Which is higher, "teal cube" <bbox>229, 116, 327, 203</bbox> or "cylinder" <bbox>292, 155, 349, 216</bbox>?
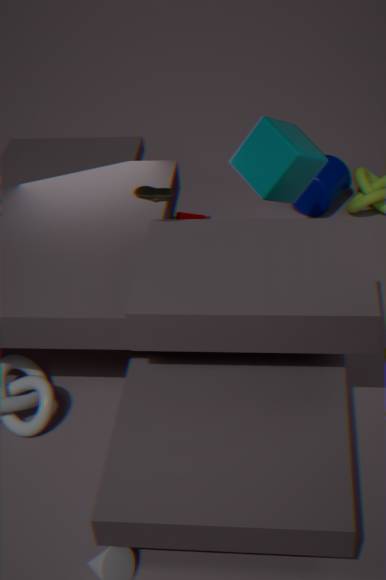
"teal cube" <bbox>229, 116, 327, 203</bbox>
